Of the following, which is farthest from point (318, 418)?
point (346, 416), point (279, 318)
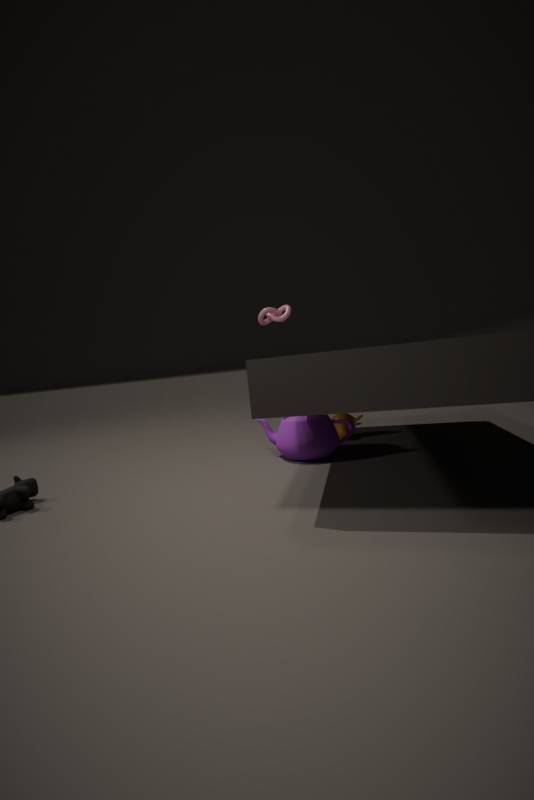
point (279, 318)
